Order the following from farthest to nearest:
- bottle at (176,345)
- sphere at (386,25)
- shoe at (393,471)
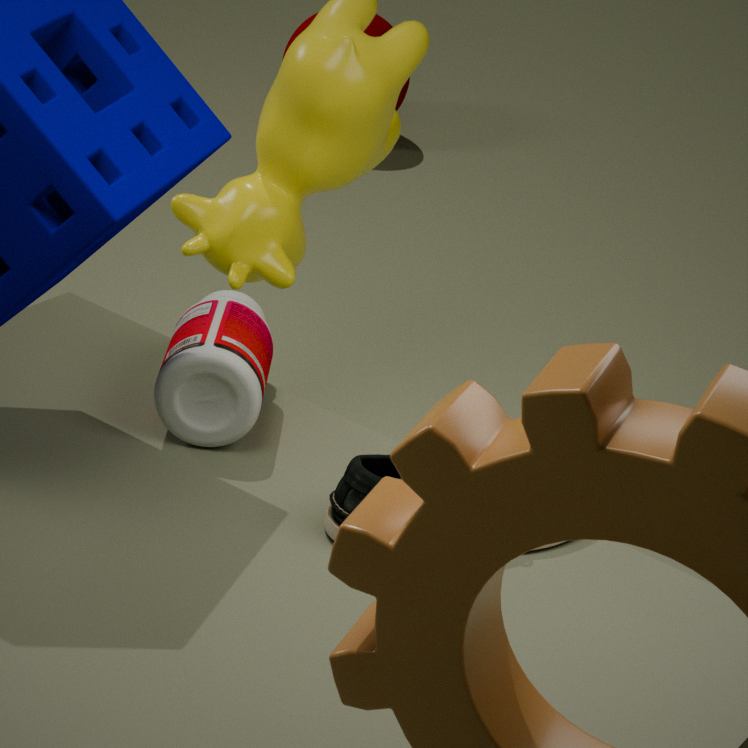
sphere at (386,25) < bottle at (176,345) < shoe at (393,471)
